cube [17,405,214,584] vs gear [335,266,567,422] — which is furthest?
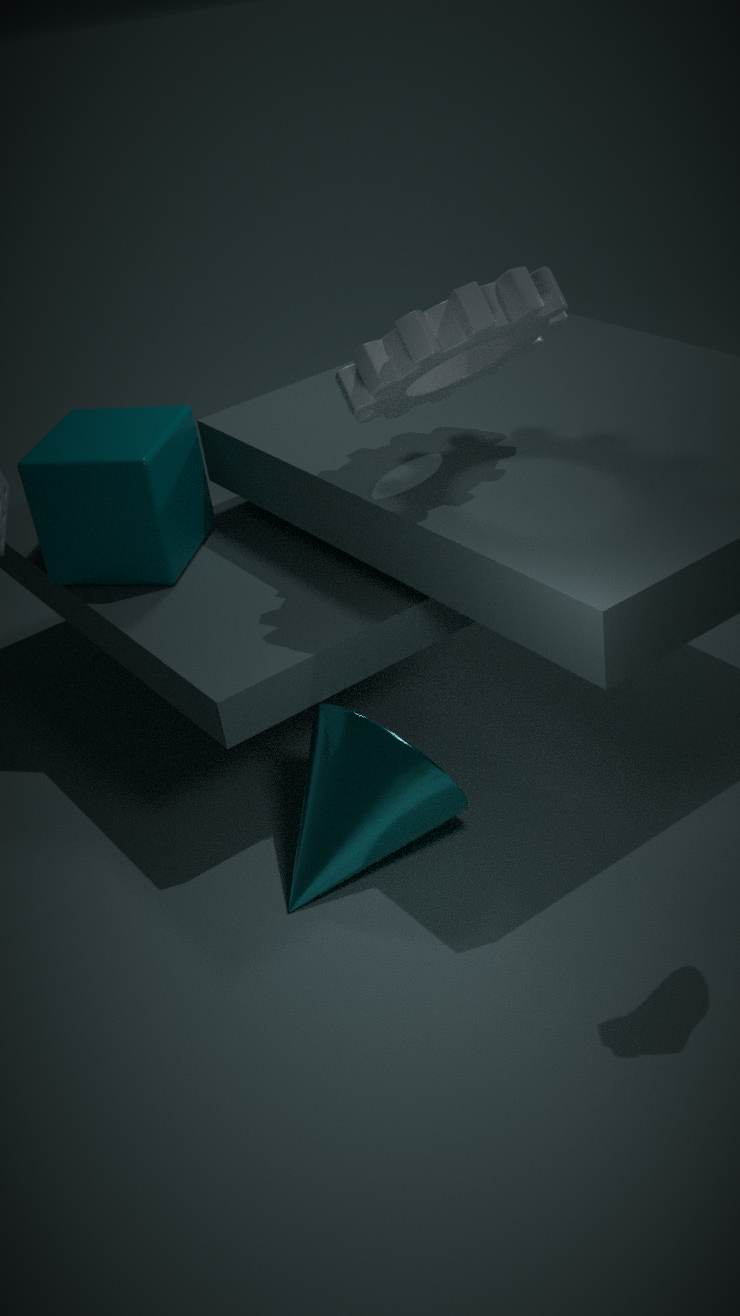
cube [17,405,214,584]
